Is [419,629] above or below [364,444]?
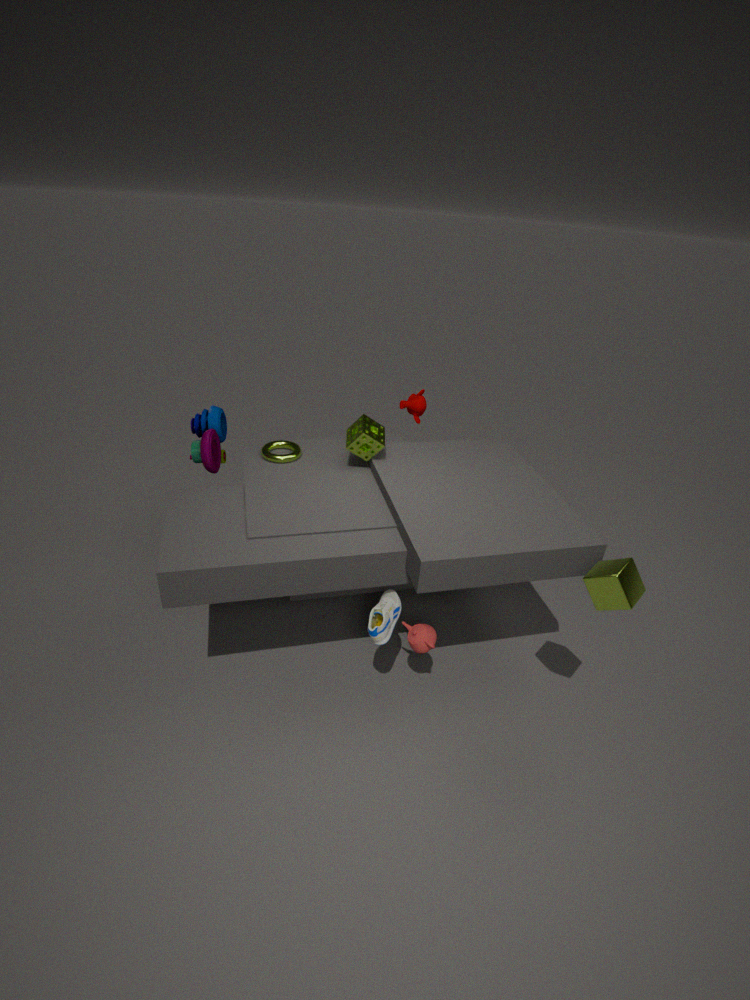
below
